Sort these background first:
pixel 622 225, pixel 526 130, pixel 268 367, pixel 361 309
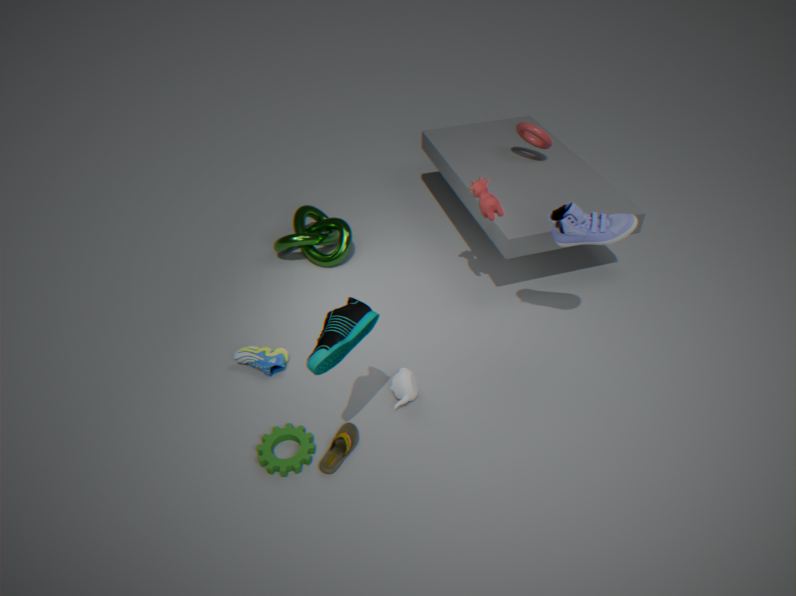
pixel 526 130 → pixel 268 367 → pixel 622 225 → pixel 361 309
